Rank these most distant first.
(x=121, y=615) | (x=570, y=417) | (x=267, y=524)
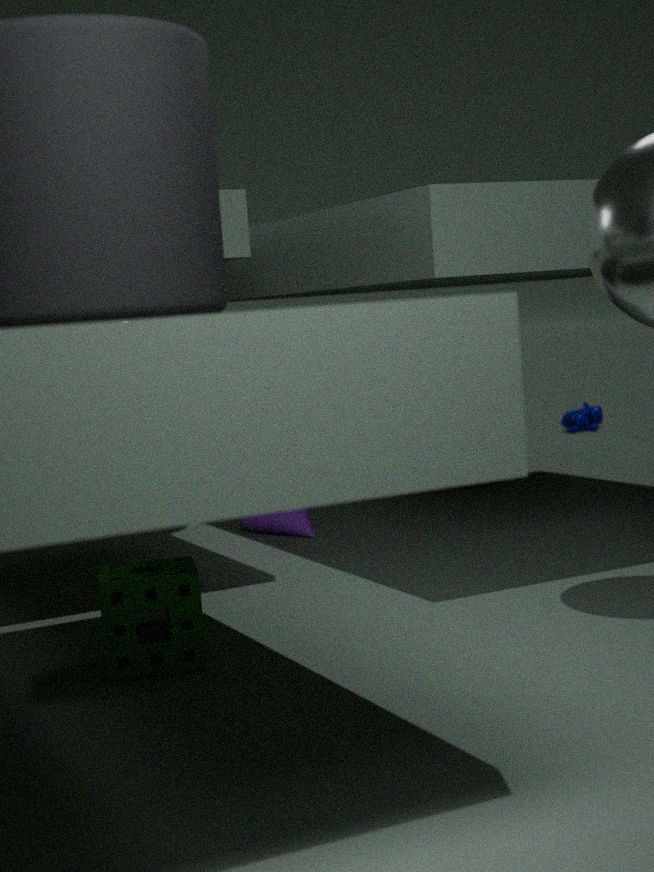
(x=570, y=417) → (x=267, y=524) → (x=121, y=615)
